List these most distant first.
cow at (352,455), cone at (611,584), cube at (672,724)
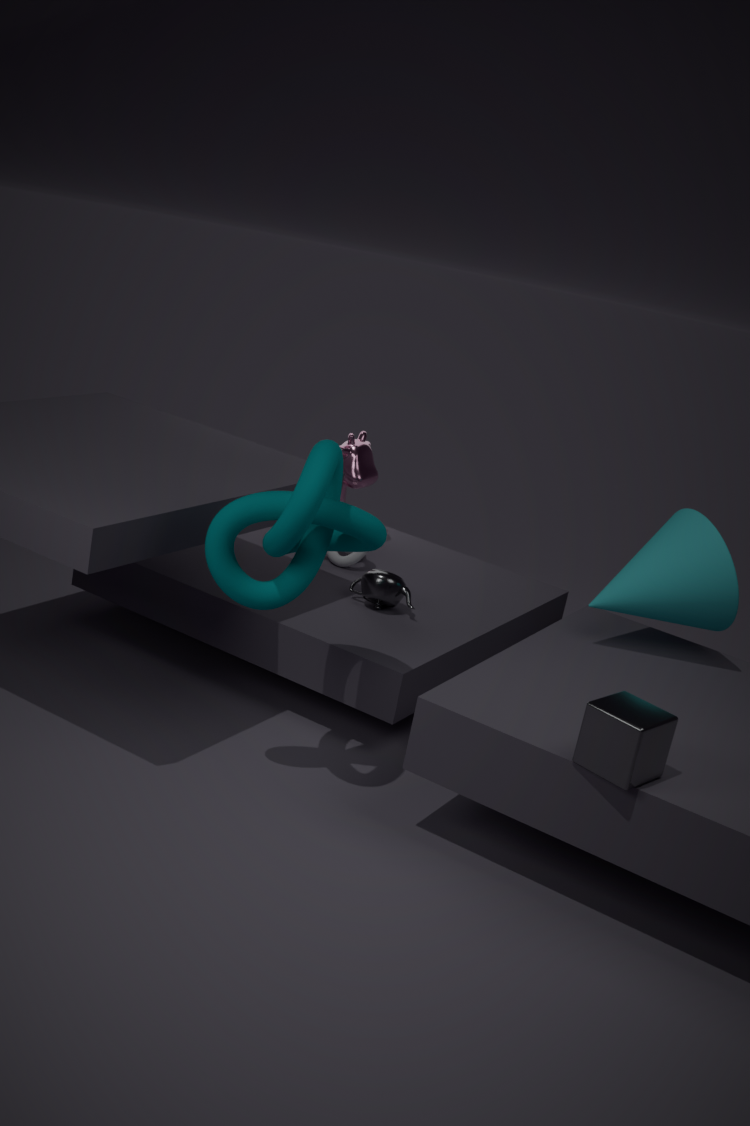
cow at (352,455) < cone at (611,584) < cube at (672,724)
